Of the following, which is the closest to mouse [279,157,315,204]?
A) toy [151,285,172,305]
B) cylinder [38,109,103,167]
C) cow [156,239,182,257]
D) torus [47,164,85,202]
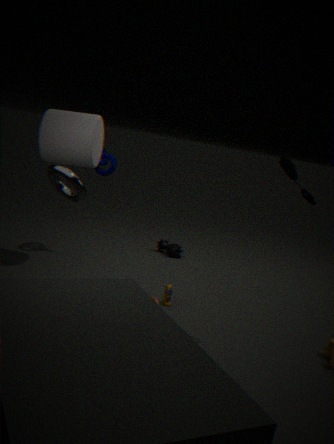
toy [151,285,172,305]
